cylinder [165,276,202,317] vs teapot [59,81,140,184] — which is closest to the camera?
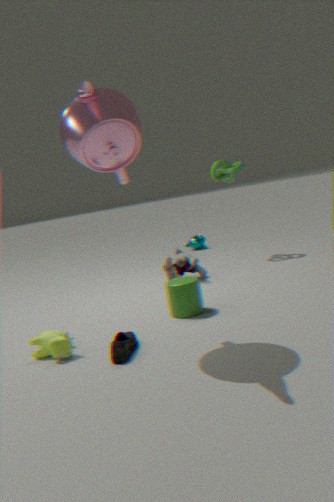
teapot [59,81,140,184]
